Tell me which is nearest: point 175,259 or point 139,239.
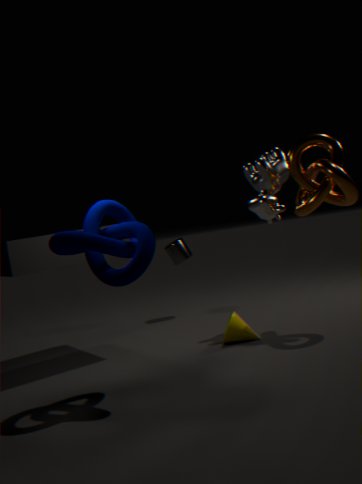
point 139,239
